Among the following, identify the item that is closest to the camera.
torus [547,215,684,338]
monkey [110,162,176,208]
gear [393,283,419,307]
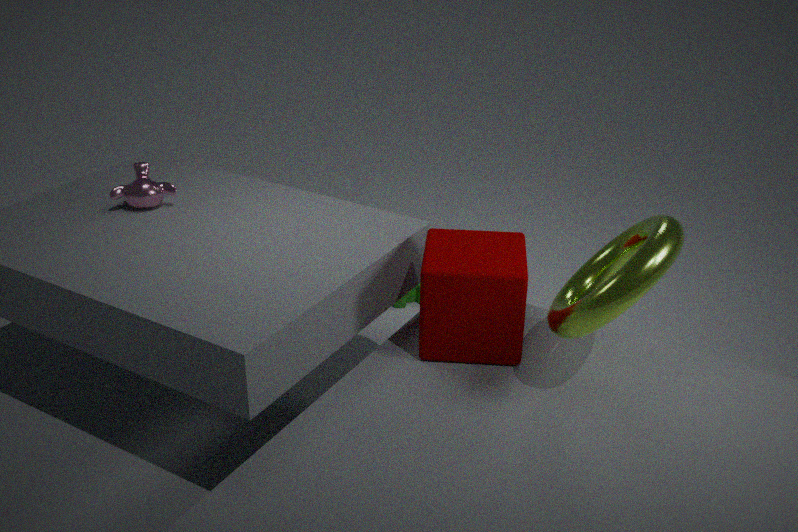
torus [547,215,684,338]
